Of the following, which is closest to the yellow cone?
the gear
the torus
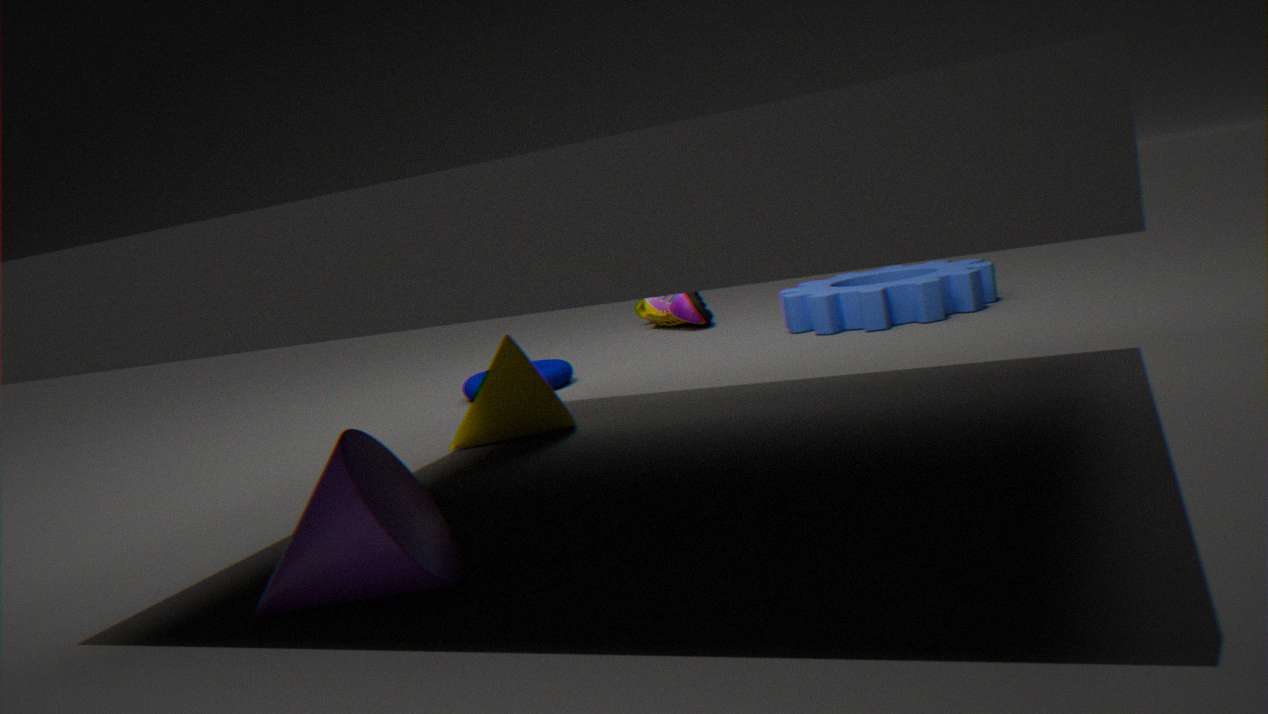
the torus
